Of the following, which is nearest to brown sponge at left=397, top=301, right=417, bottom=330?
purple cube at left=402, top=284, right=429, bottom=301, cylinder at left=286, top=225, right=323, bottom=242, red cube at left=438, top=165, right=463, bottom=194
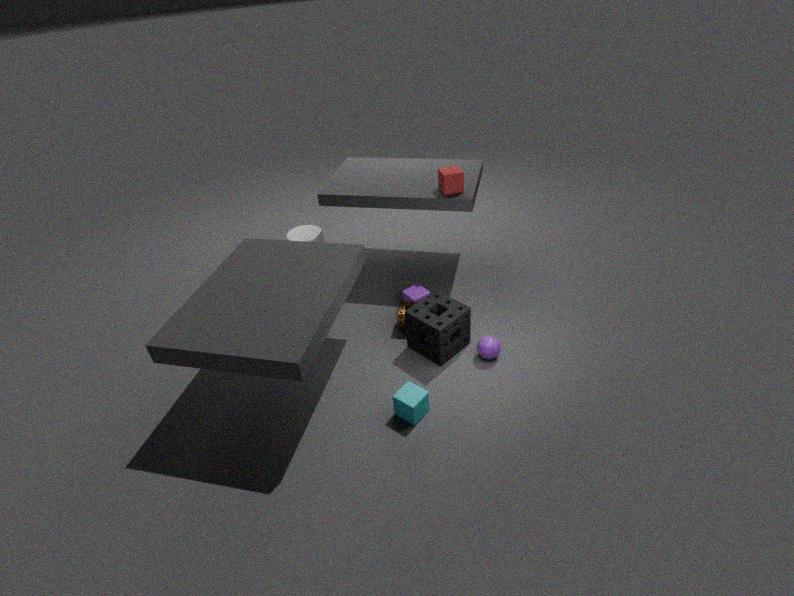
purple cube at left=402, top=284, right=429, bottom=301
